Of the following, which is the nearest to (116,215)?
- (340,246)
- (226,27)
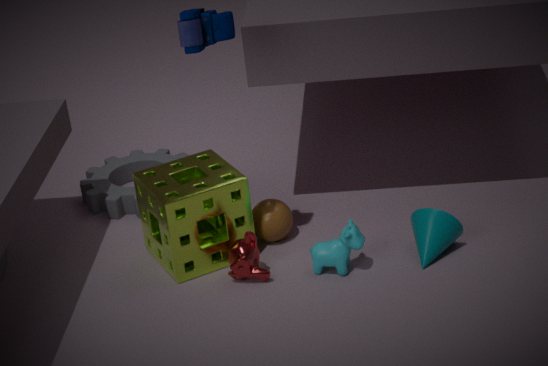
(340,246)
